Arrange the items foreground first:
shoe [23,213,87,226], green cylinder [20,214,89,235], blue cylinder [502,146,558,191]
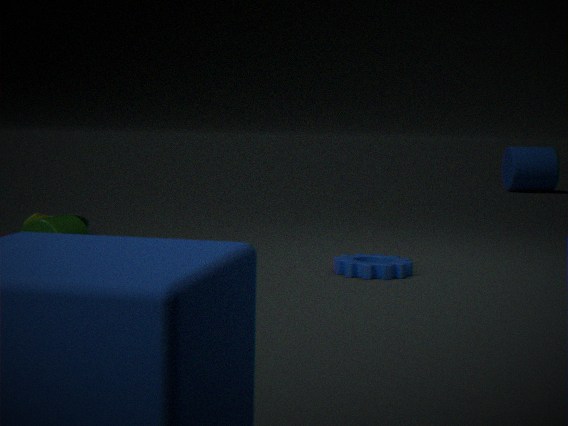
green cylinder [20,214,89,235], shoe [23,213,87,226], blue cylinder [502,146,558,191]
